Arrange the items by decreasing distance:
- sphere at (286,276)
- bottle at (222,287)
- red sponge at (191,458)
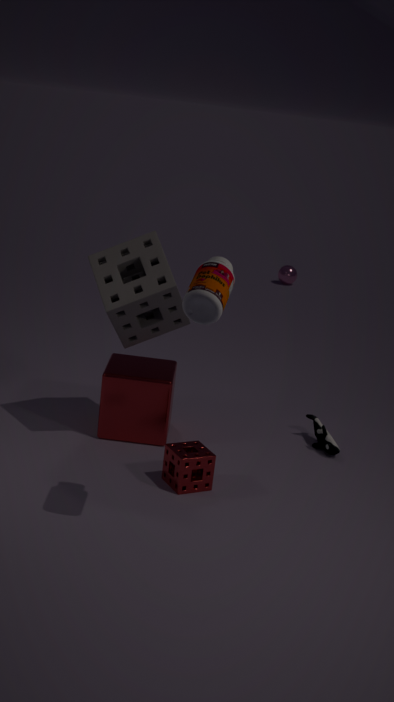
sphere at (286,276) < red sponge at (191,458) < bottle at (222,287)
